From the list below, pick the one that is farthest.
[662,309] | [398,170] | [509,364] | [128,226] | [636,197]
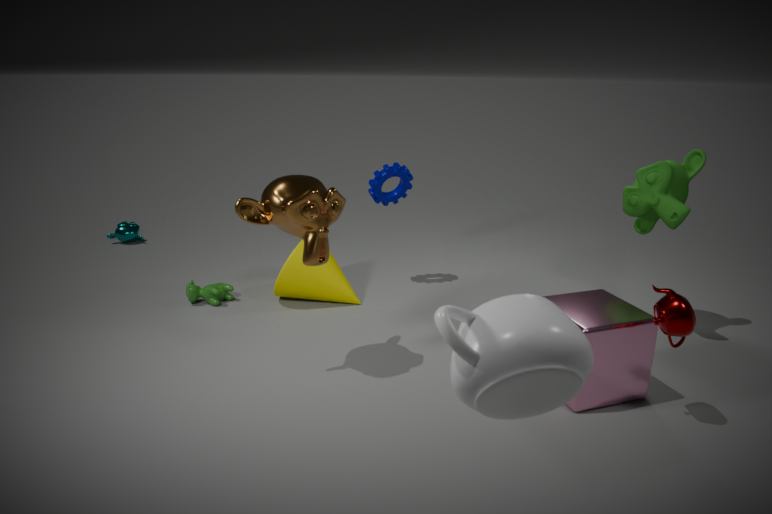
[128,226]
